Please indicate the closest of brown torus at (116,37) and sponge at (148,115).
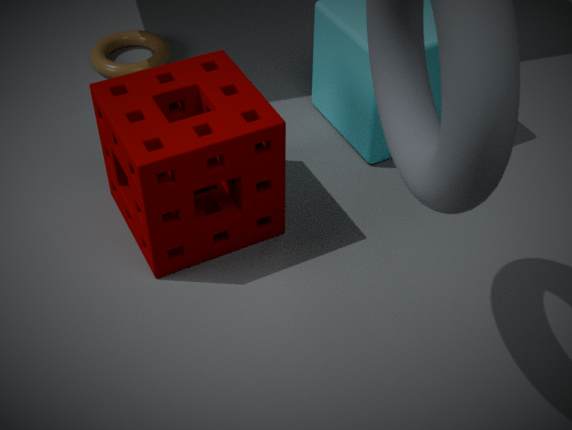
sponge at (148,115)
